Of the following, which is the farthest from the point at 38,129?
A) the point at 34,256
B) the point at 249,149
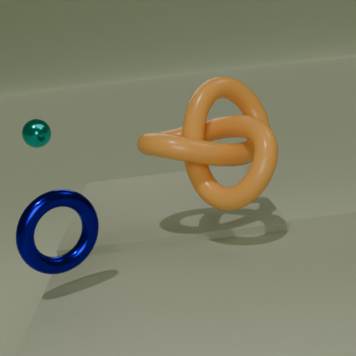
the point at 34,256
